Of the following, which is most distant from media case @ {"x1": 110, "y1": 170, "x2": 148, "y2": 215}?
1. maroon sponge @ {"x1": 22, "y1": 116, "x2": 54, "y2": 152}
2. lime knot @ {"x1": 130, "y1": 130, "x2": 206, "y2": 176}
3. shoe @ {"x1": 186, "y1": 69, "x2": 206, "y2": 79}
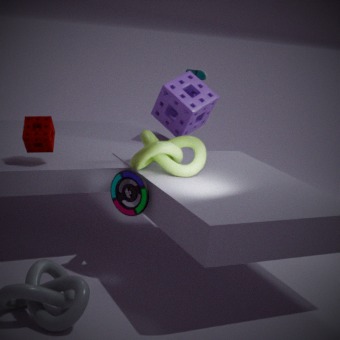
shoe @ {"x1": 186, "y1": 69, "x2": 206, "y2": 79}
